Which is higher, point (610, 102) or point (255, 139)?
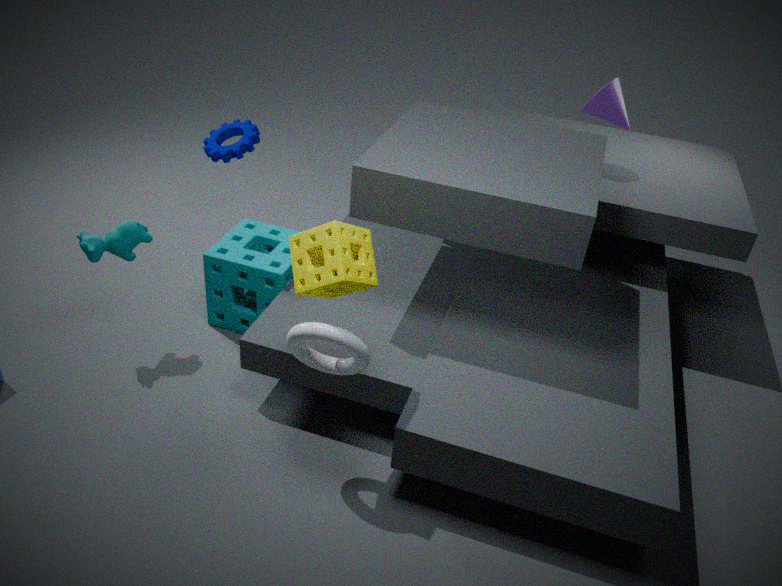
point (610, 102)
